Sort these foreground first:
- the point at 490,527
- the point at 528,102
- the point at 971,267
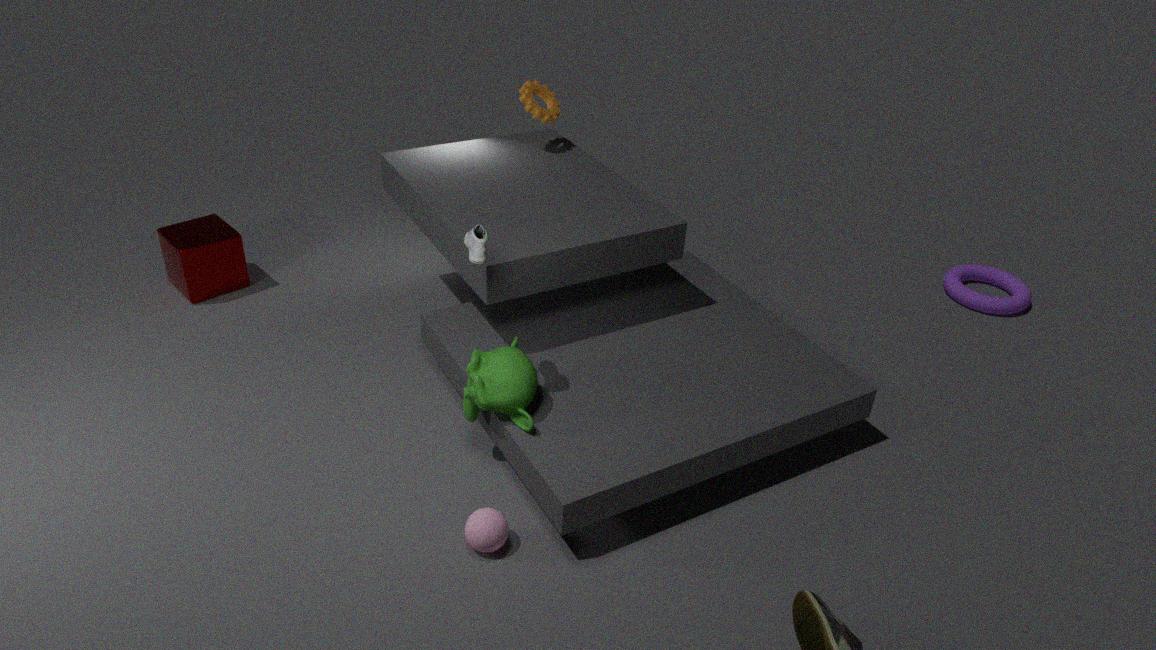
the point at 490,527 < the point at 528,102 < the point at 971,267
